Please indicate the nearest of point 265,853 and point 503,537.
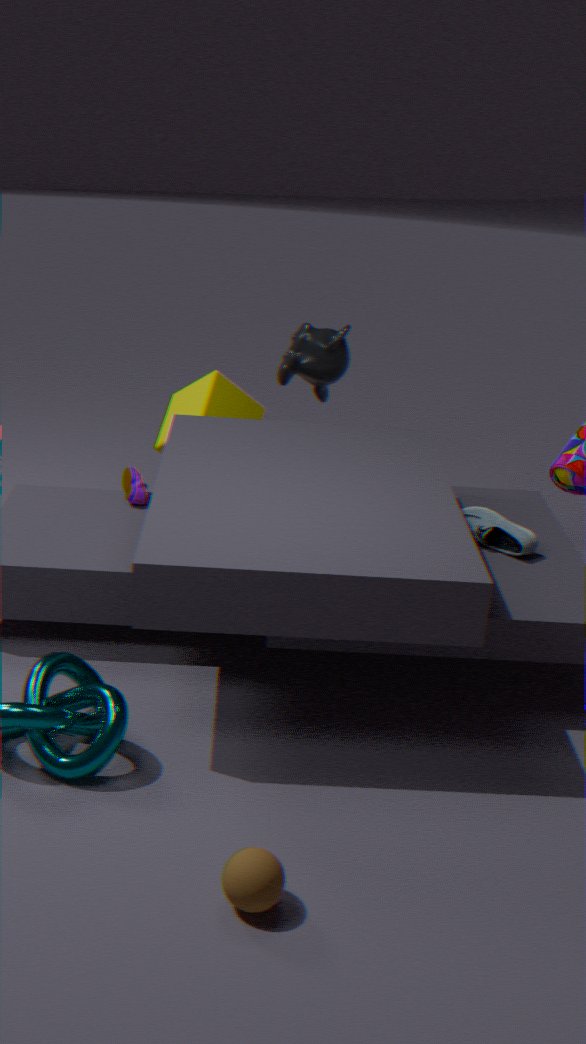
point 265,853
